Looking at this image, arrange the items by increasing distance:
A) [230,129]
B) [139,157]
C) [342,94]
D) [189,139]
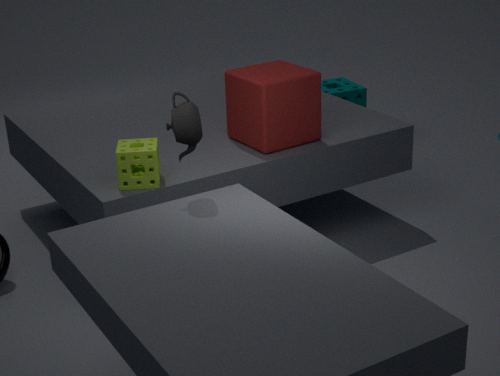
[189,139], [139,157], [230,129], [342,94]
